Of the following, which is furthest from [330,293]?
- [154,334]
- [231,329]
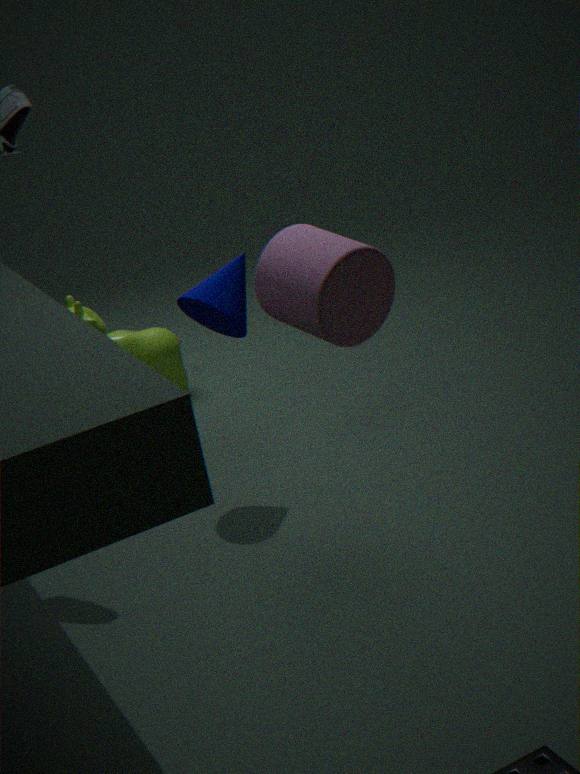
[154,334]
